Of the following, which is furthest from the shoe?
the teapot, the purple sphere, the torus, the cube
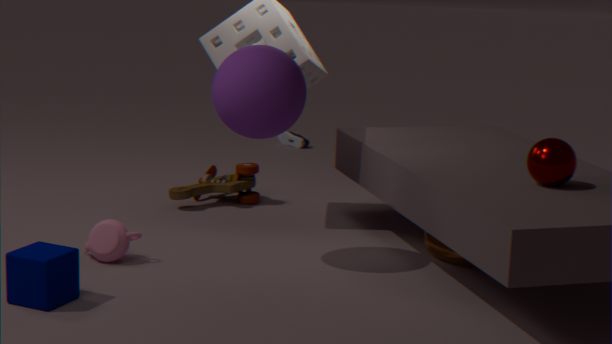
the cube
